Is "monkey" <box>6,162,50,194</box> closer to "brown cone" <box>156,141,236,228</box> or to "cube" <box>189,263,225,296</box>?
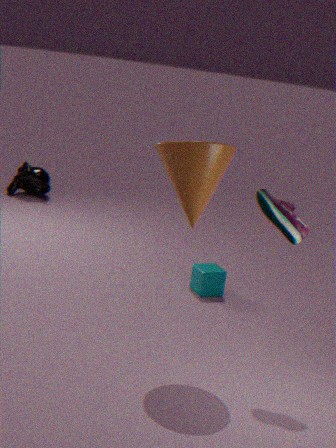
"cube" <box>189,263,225,296</box>
